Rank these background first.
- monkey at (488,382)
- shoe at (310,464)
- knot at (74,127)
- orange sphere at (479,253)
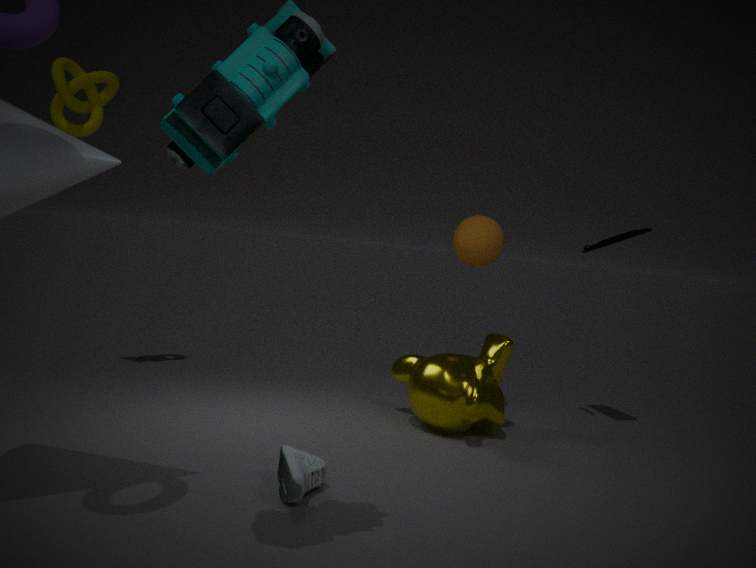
orange sphere at (479,253)
knot at (74,127)
monkey at (488,382)
shoe at (310,464)
